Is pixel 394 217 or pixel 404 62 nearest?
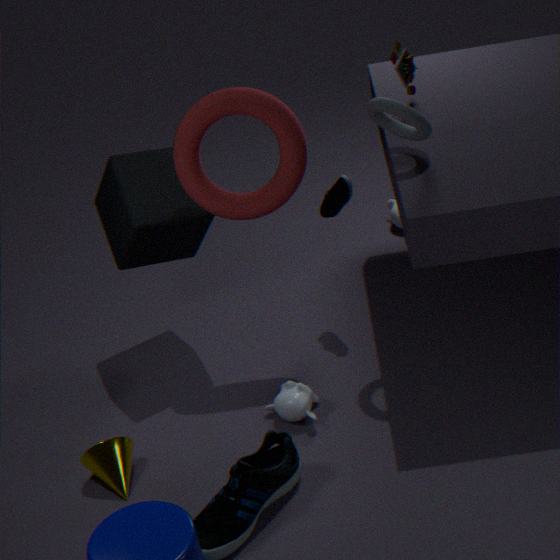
pixel 404 62
